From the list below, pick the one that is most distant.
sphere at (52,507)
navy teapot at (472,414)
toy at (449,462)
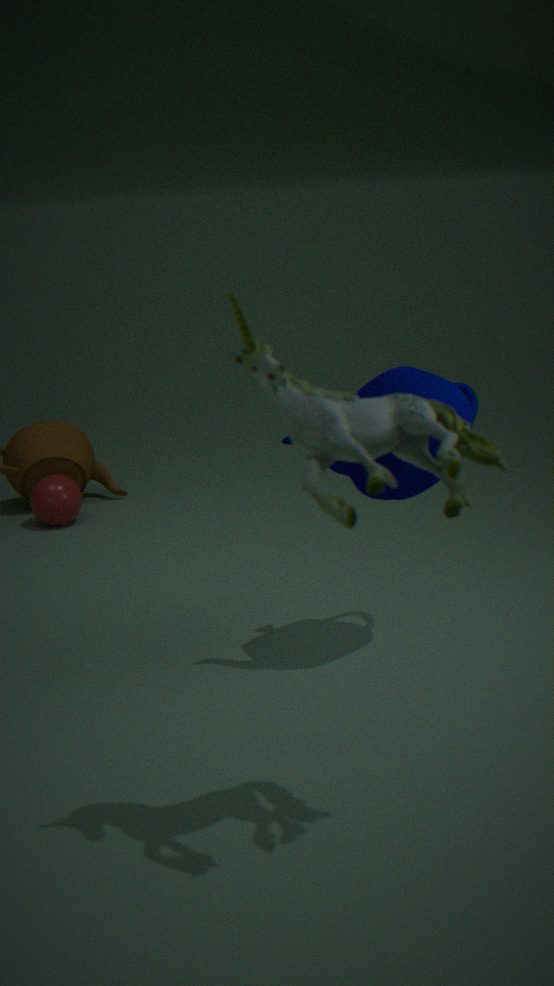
sphere at (52,507)
